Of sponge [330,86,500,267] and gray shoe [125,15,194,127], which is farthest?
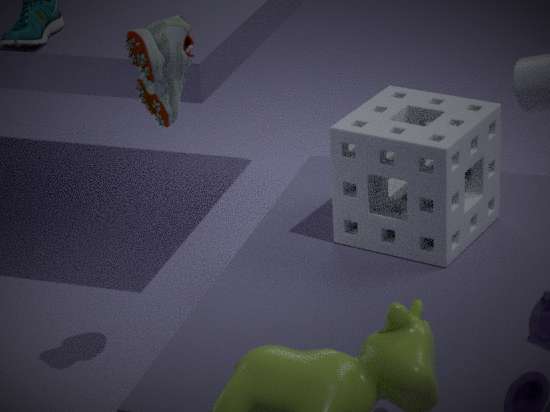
sponge [330,86,500,267]
